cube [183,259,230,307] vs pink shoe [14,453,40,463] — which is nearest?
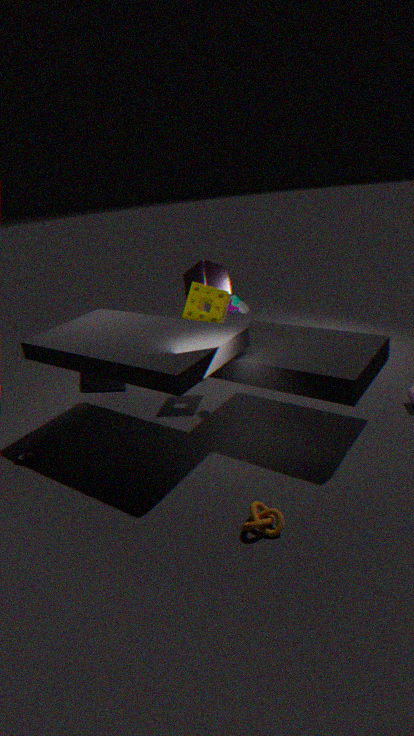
pink shoe [14,453,40,463]
